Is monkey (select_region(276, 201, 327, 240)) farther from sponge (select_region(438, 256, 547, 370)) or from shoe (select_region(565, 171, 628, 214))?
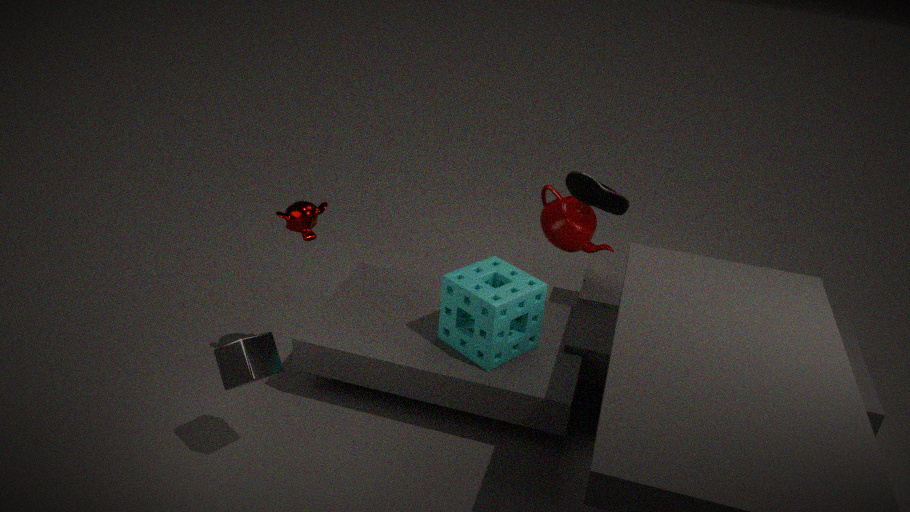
shoe (select_region(565, 171, 628, 214))
